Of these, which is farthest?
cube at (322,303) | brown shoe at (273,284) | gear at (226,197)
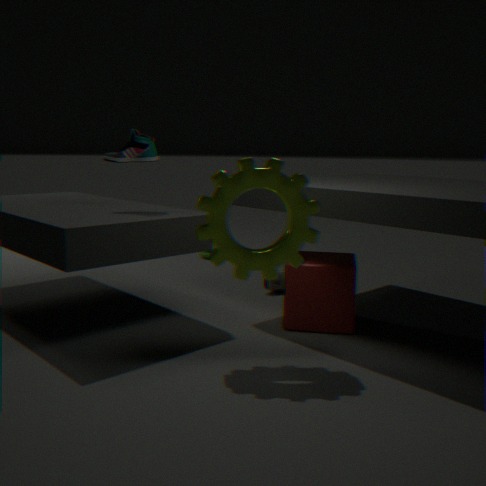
brown shoe at (273,284)
